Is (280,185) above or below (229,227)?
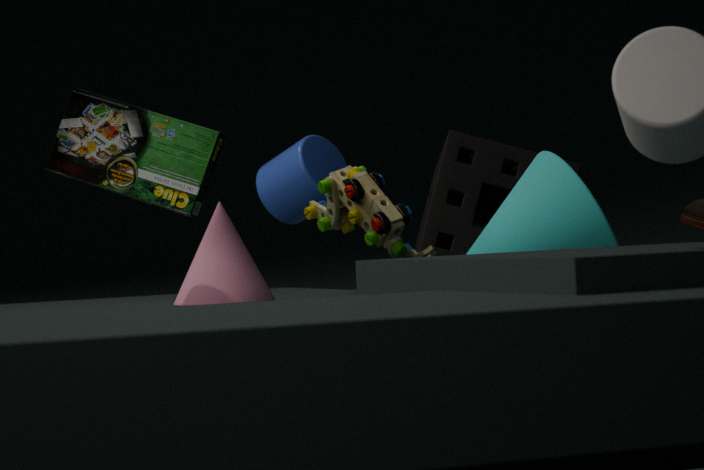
above
